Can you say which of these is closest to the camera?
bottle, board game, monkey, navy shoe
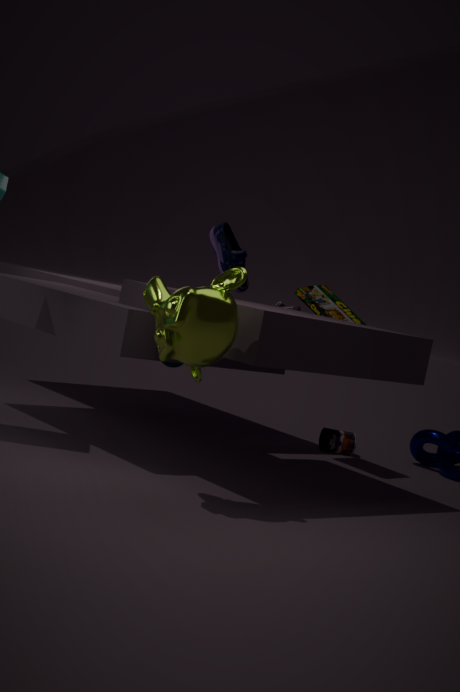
monkey
